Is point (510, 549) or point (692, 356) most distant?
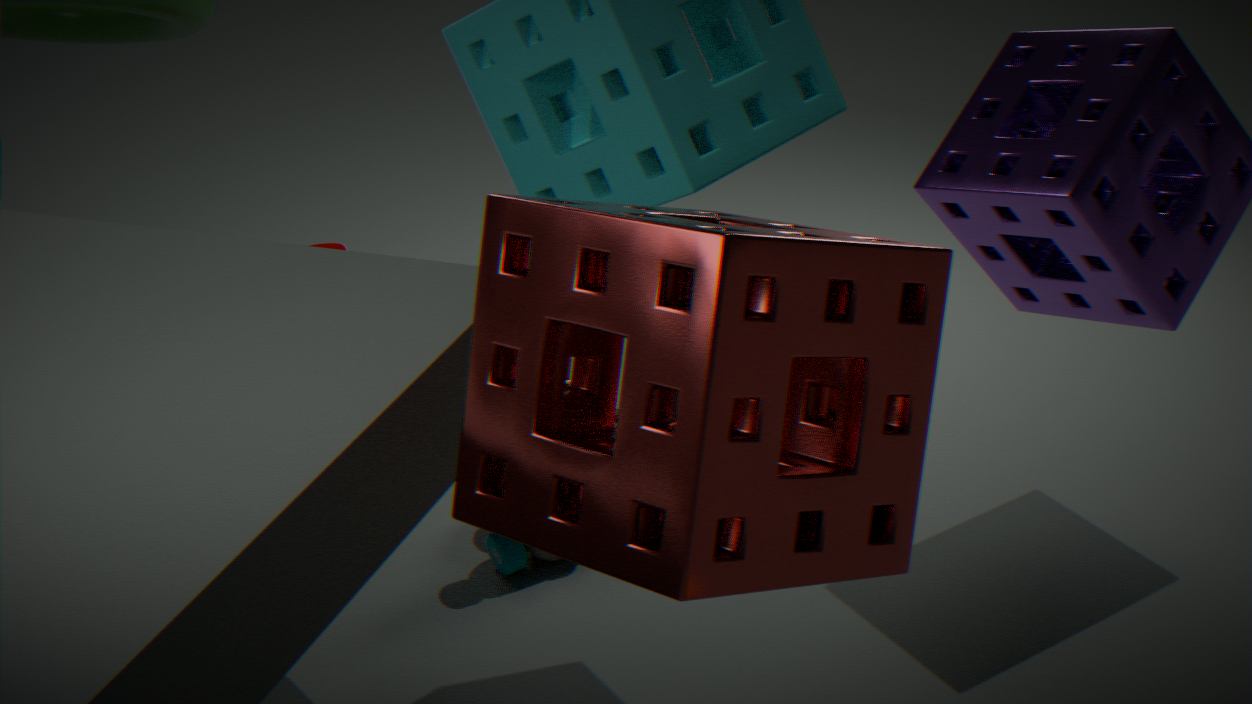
point (510, 549)
